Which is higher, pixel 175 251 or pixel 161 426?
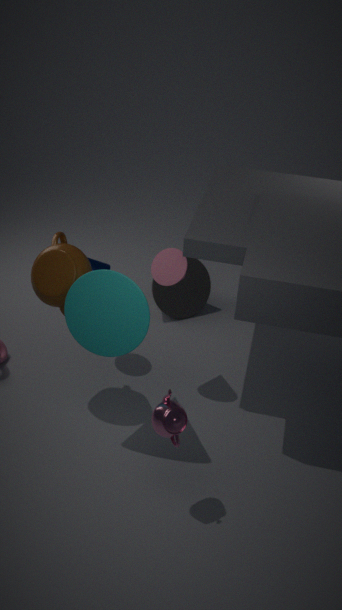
pixel 175 251
